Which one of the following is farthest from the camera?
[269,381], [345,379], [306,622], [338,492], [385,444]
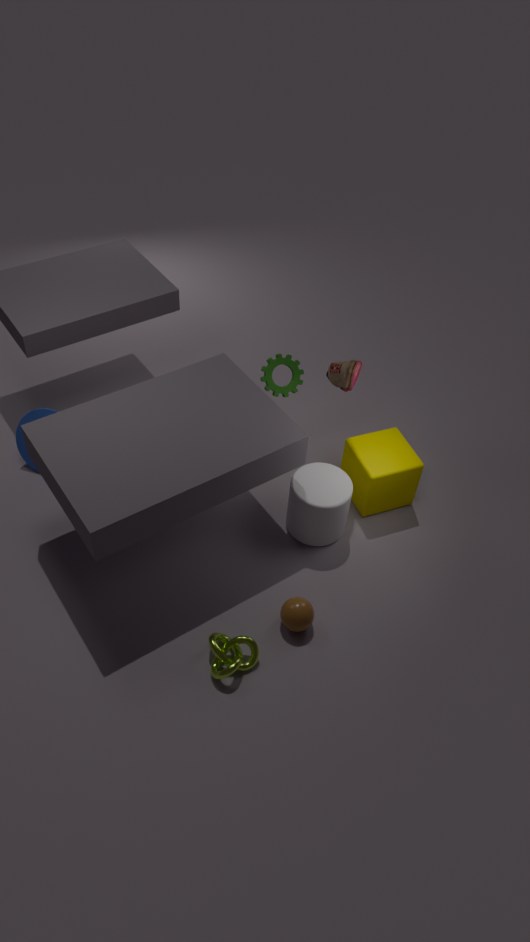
[269,381]
